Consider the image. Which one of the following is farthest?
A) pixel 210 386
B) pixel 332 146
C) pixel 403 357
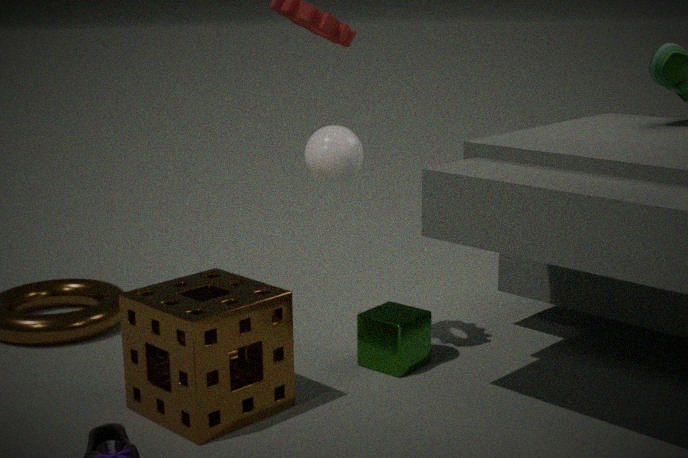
pixel 403 357
